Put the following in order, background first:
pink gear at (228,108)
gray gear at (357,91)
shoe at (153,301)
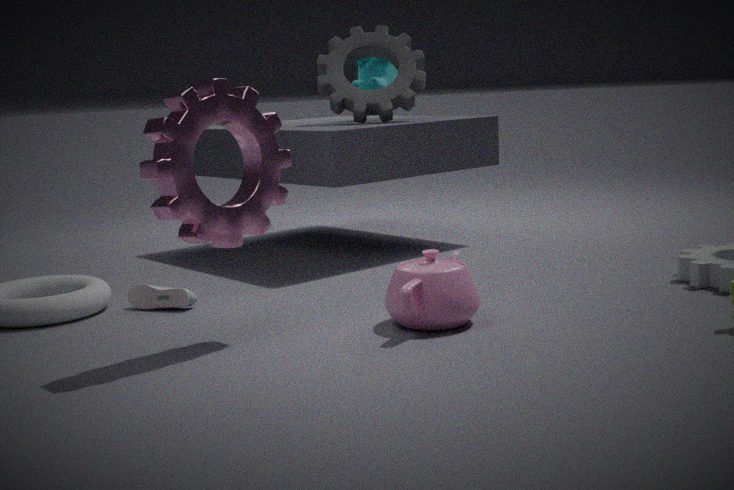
gray gear at (357,91), shoe at (153,301), pink gear at (228,108)
